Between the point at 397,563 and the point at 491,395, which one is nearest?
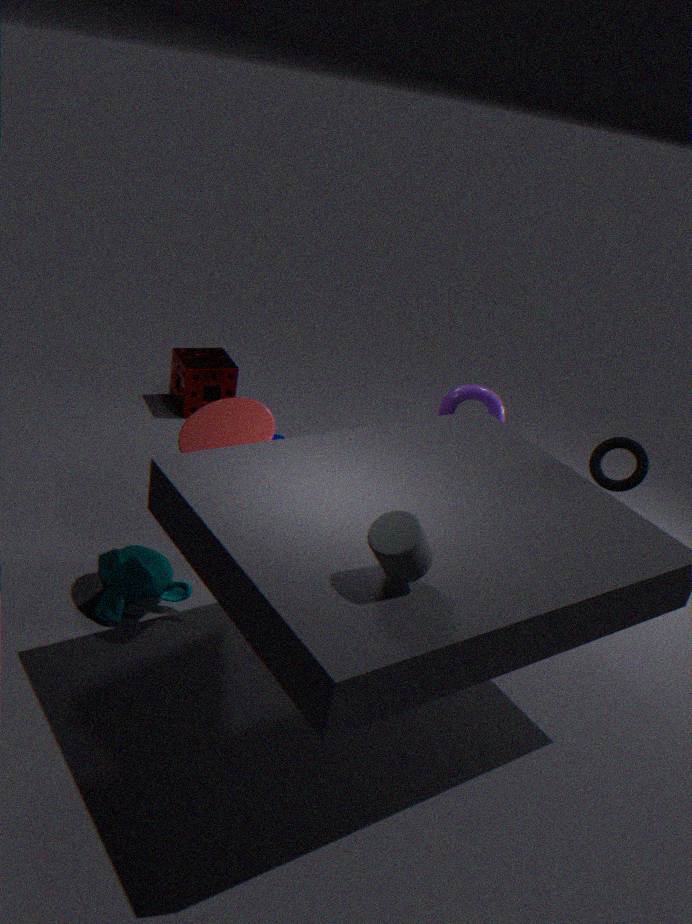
the point at 397,563
